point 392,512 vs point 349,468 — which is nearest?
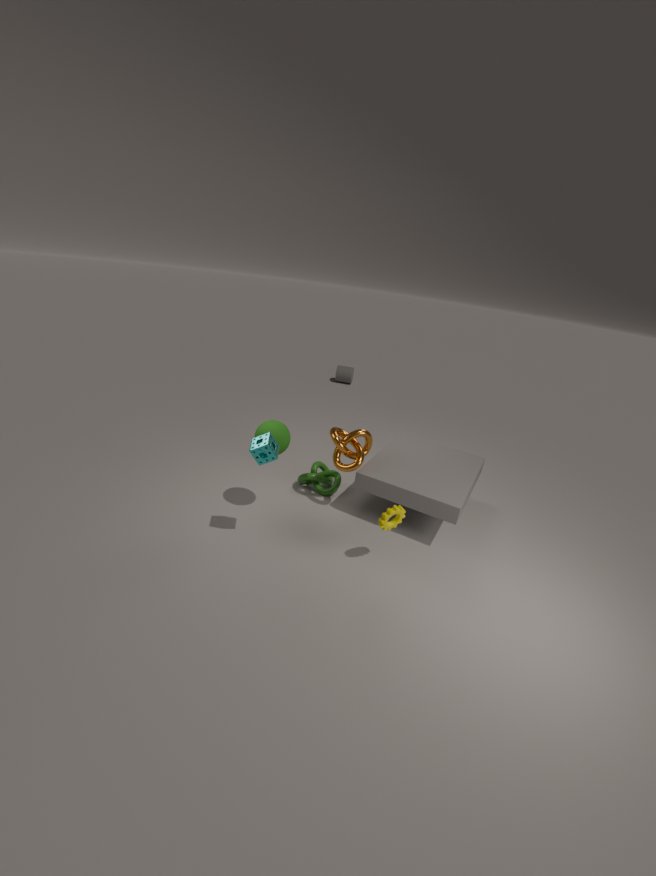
point 392,512
